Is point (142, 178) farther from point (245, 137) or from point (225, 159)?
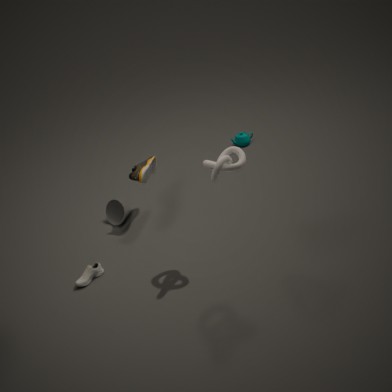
point (245, 137)
